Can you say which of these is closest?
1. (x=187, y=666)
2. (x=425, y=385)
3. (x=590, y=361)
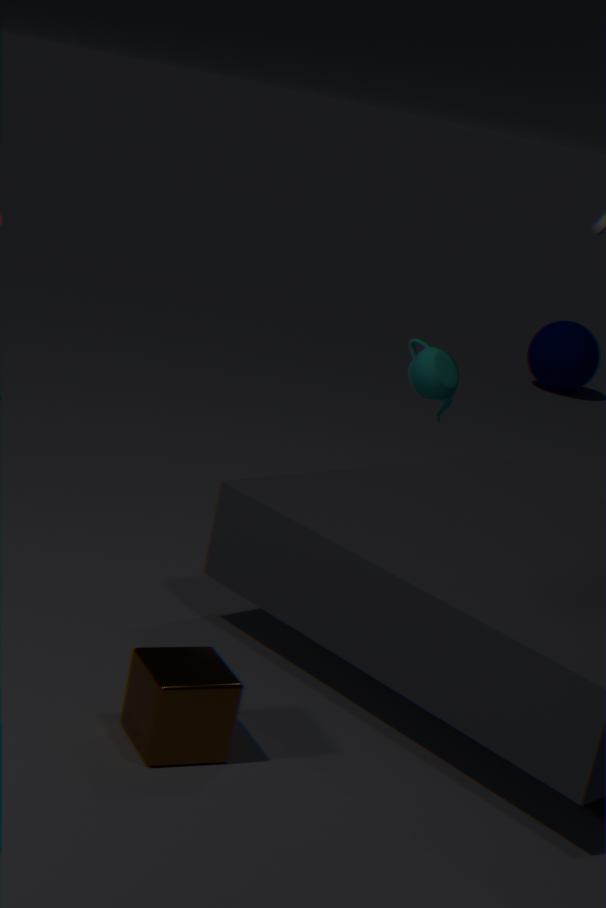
(x=187, y=666)
